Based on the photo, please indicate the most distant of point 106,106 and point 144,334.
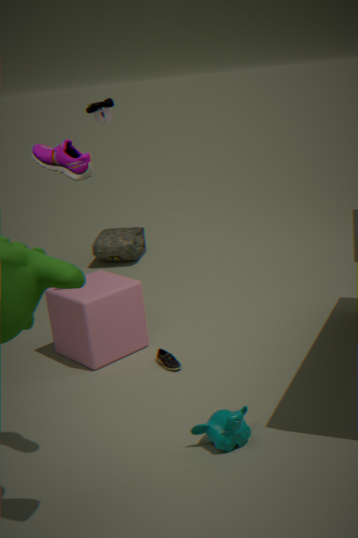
point 144,334
